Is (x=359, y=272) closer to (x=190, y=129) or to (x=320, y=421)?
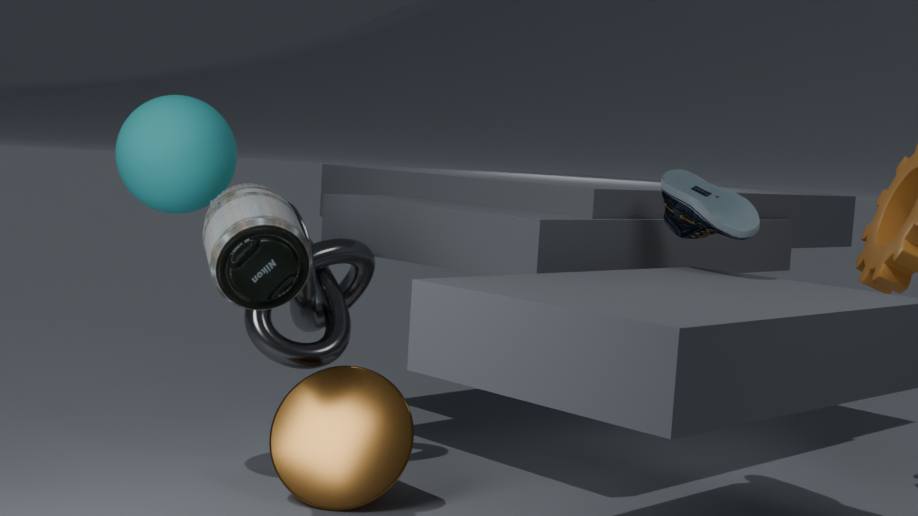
(x=320, y=421)
